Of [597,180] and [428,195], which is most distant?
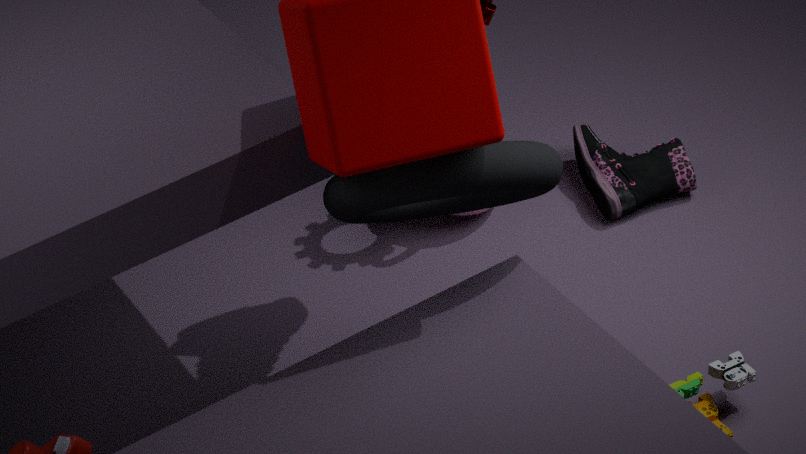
[597,180]
